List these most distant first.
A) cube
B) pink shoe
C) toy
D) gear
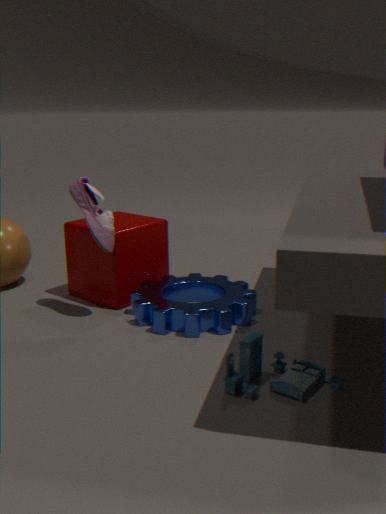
A. cube
B. pink shoe
D. gear
C. toy
